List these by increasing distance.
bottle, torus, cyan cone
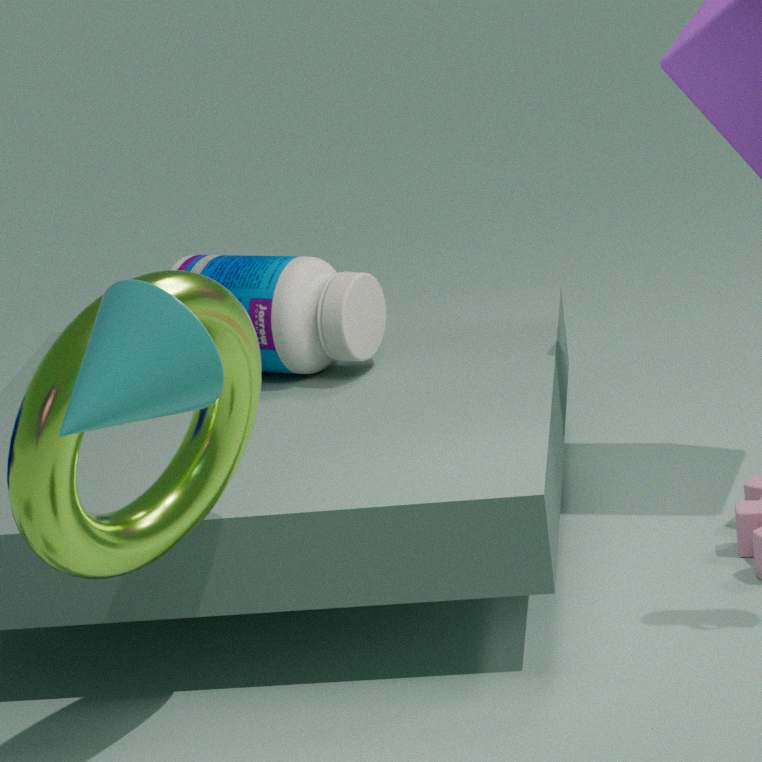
cyan cone → torus → bottle
